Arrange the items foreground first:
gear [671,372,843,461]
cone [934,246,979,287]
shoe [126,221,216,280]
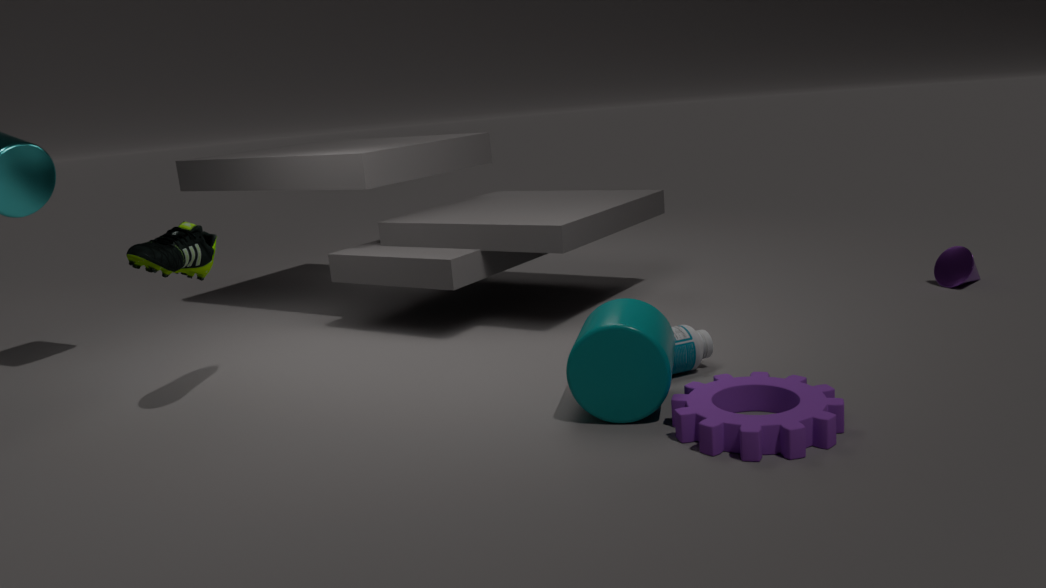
1. gear [671,372,843,461]
2. shoe [126,221,216,280]
3. cone [934,246,979,287]
